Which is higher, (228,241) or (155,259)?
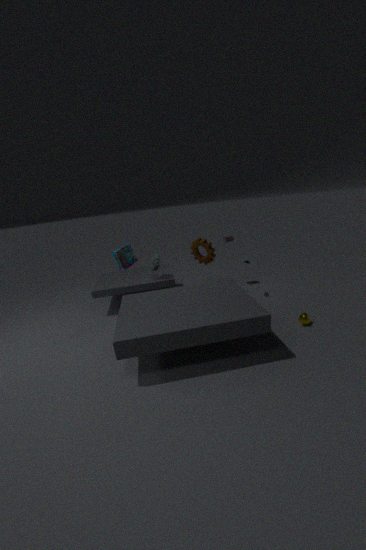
(228,241)
